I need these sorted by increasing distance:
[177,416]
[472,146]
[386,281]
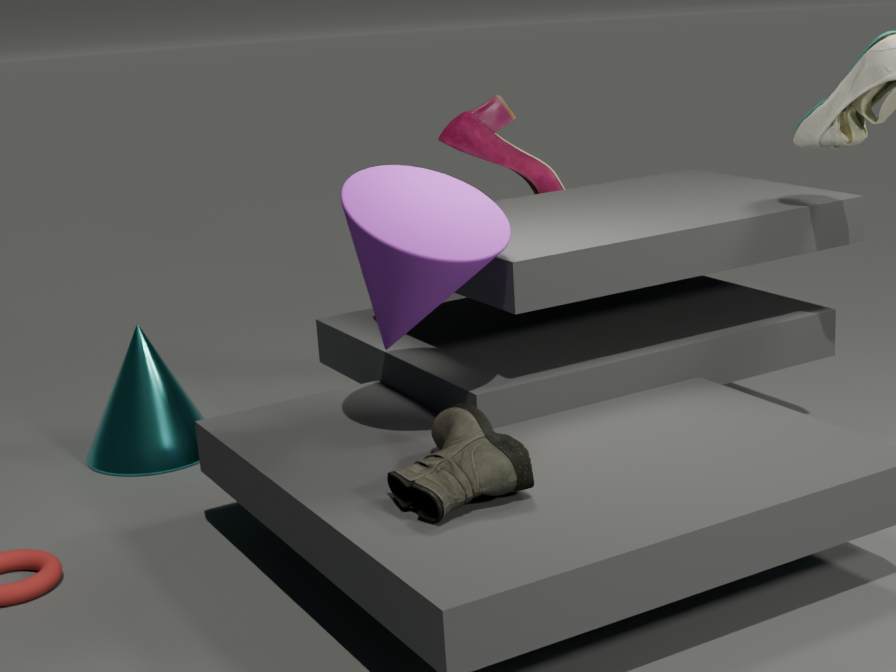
1. [386,281]
2. [177,416]
3. [472,146]
